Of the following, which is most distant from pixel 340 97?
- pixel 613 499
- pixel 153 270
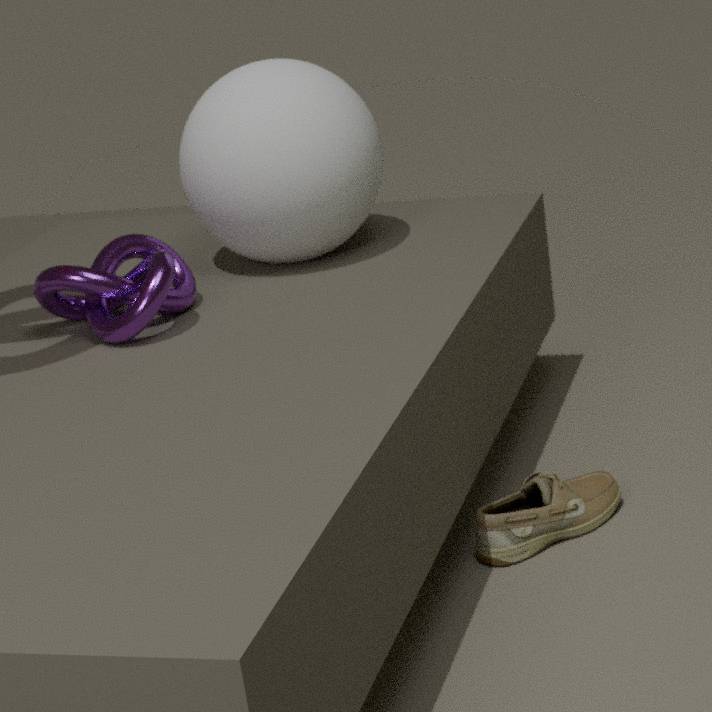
pixel 613 499
